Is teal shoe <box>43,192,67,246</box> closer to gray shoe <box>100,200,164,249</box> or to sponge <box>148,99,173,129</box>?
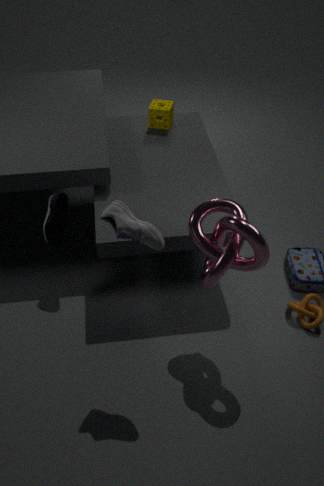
gray shoe <box>100,200,164,249</box>
